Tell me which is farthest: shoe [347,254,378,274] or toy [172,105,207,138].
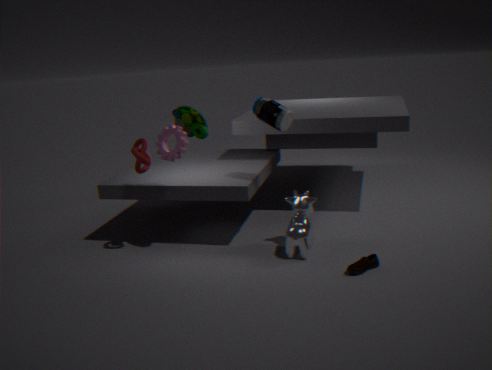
toy [172,105,207,138]
